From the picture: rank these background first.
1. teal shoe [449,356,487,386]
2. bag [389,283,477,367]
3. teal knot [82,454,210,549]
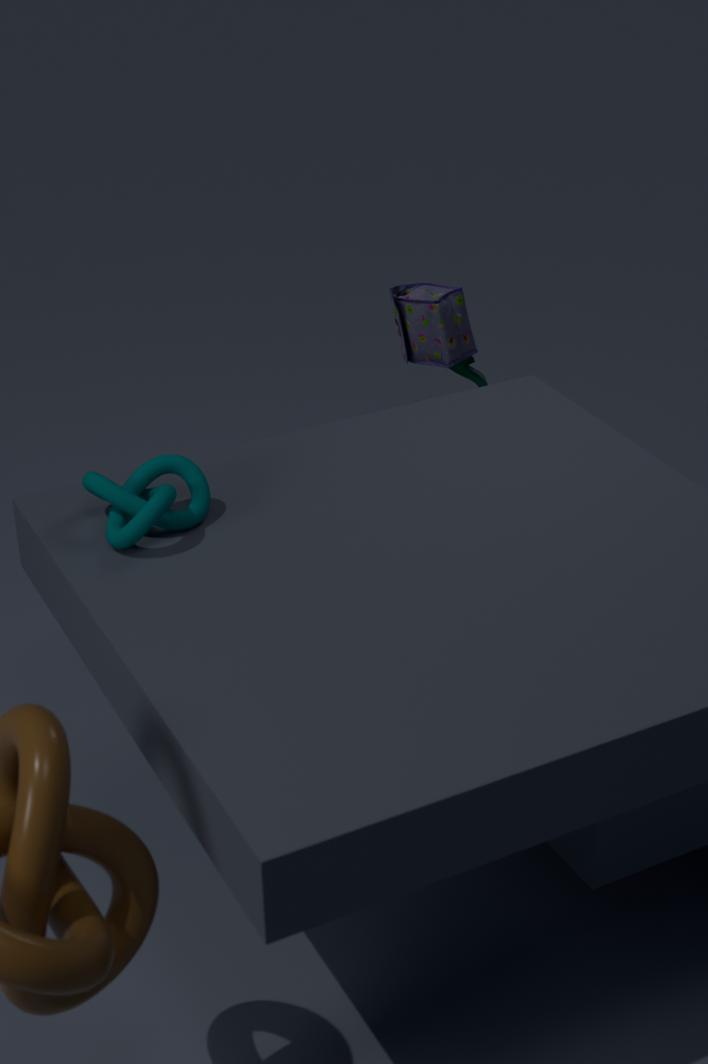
teal shoe [449,356,487,386] < bag [389,283,477,367] < teal knot [82,454,210,549]
